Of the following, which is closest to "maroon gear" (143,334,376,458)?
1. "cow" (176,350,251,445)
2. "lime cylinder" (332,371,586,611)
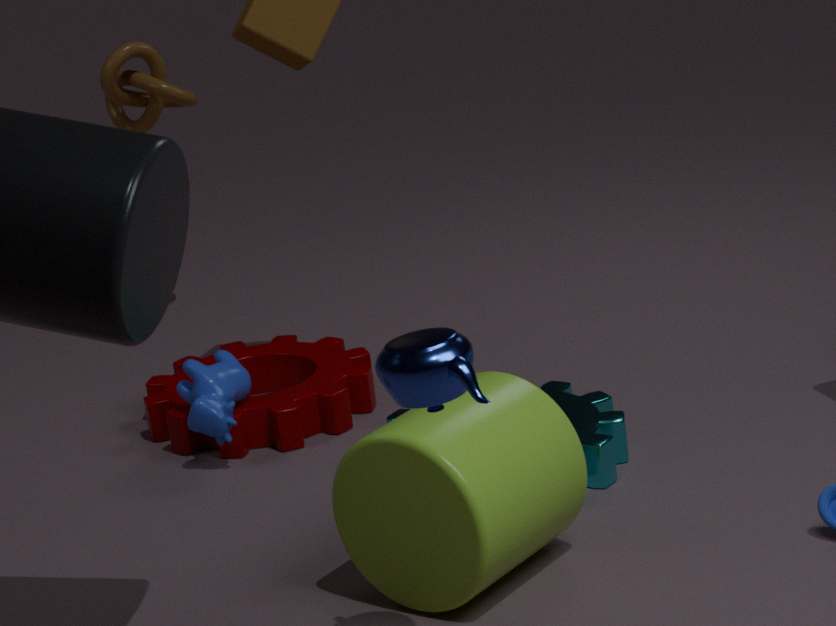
"cow" (176,350,251,445)
